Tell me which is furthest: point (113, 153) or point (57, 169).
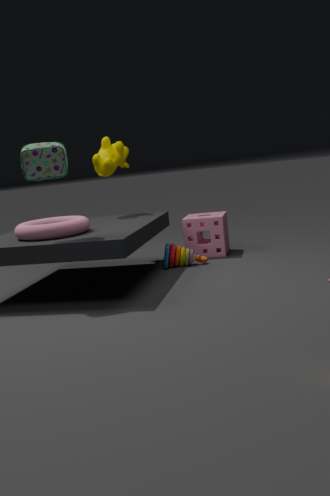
point (113, 153)
